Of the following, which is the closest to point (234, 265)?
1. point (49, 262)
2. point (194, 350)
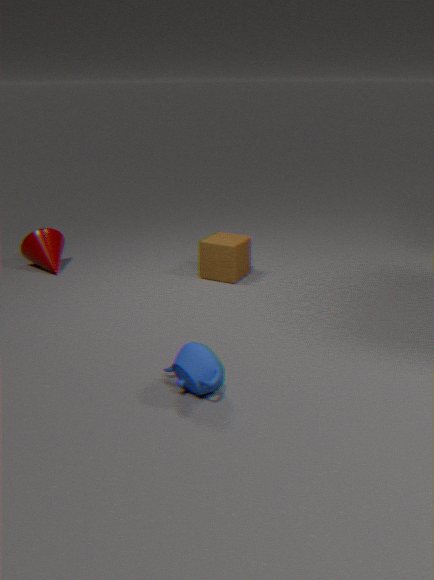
point (49, 262)
